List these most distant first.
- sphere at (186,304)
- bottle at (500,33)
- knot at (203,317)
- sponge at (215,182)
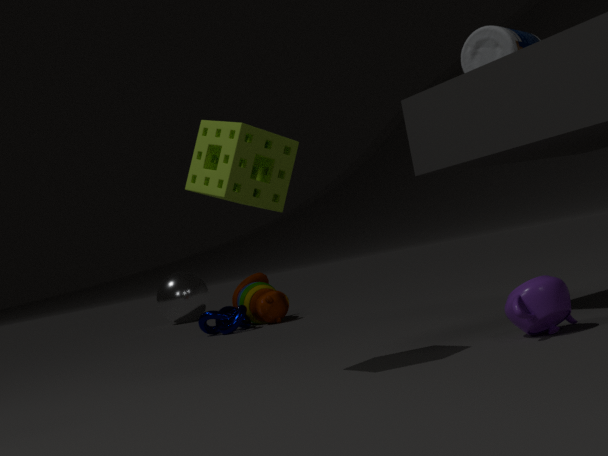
sphere at (186,304)
knot at (203,317)
bottle at (500,33)
sponge at (215,182)
